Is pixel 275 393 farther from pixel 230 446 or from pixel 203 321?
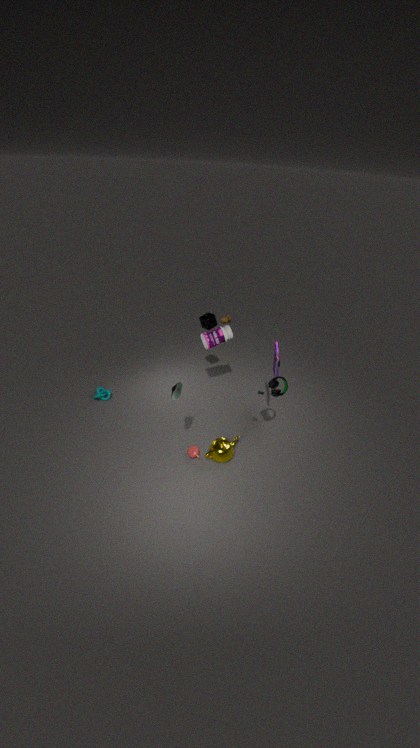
pixel 203 321
